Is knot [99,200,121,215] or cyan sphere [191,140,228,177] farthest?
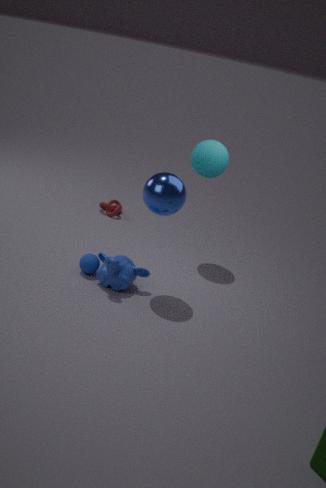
knot [99,200,121,215]
